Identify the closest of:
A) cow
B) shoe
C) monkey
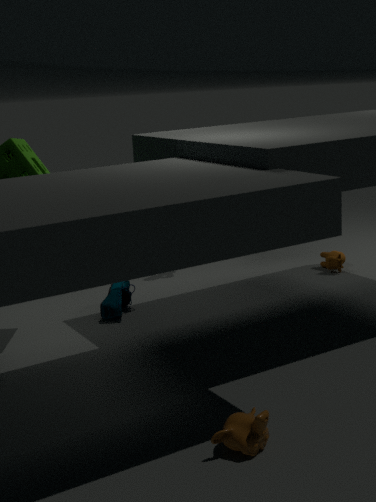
monkey
